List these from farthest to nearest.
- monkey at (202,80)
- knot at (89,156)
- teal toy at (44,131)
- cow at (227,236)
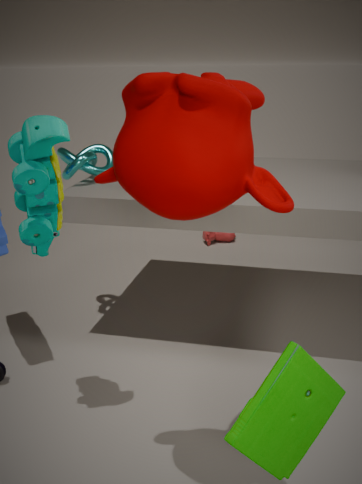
1. cow at (227,236)
2. knot at (89,156)
3. teal toy at (44,131)
4. monkey at (202,80)
